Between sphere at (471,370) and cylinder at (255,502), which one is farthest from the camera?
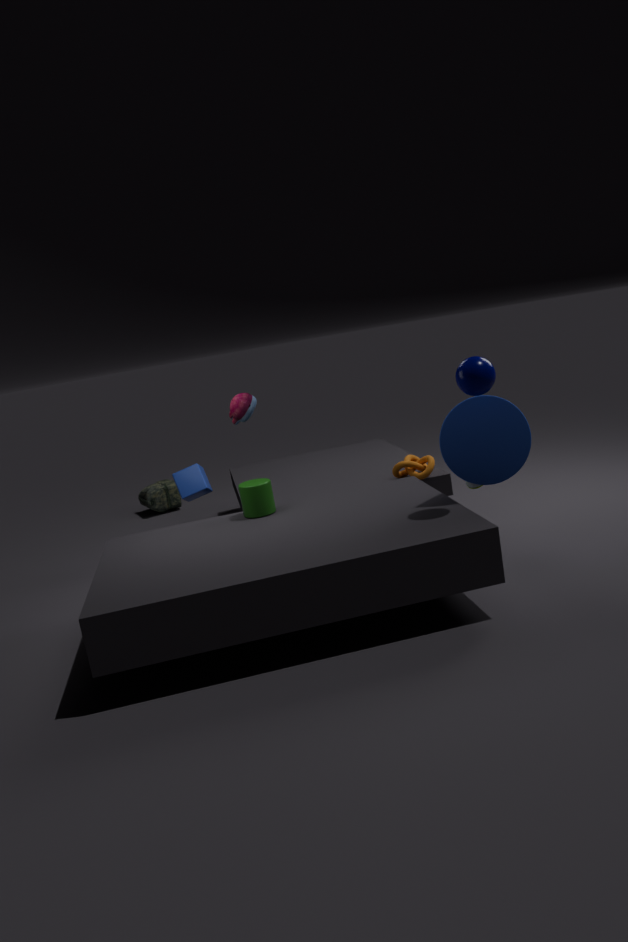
cylinder at (255,502)
